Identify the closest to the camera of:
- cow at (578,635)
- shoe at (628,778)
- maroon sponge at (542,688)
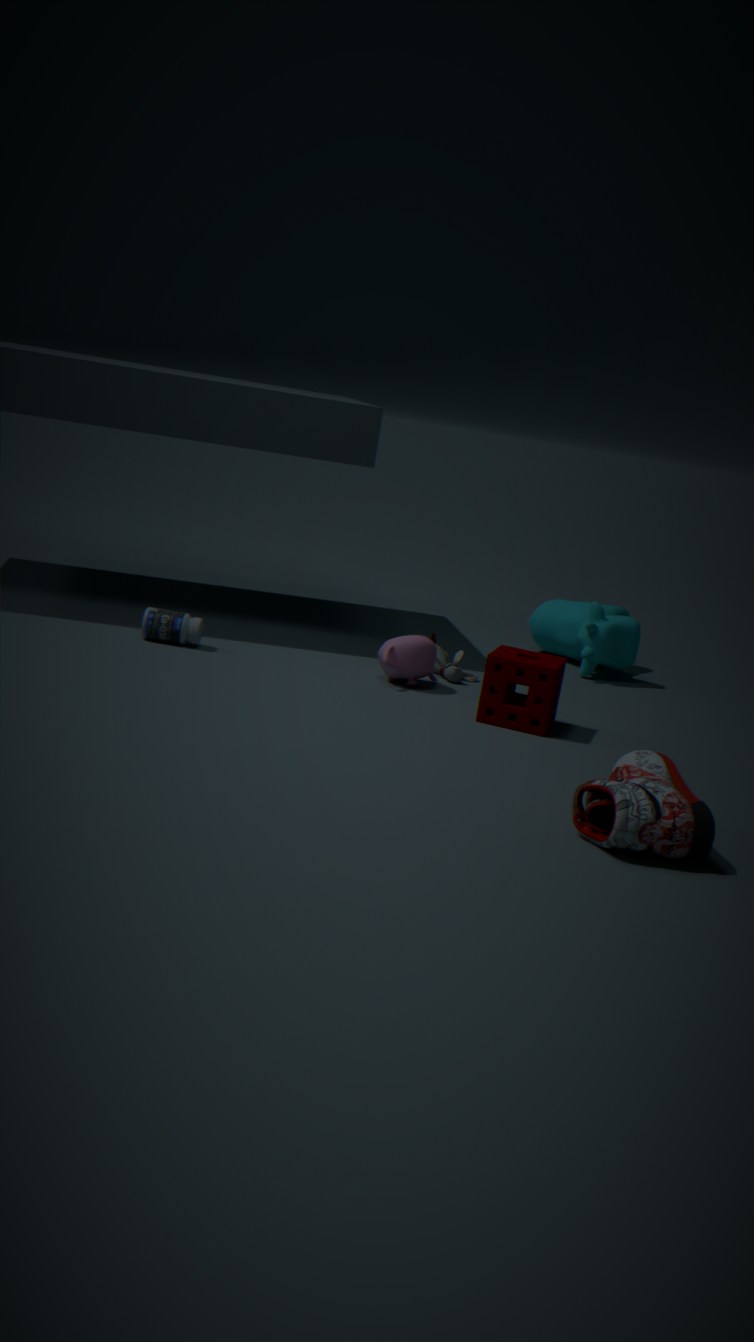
shoe at (628,778)
